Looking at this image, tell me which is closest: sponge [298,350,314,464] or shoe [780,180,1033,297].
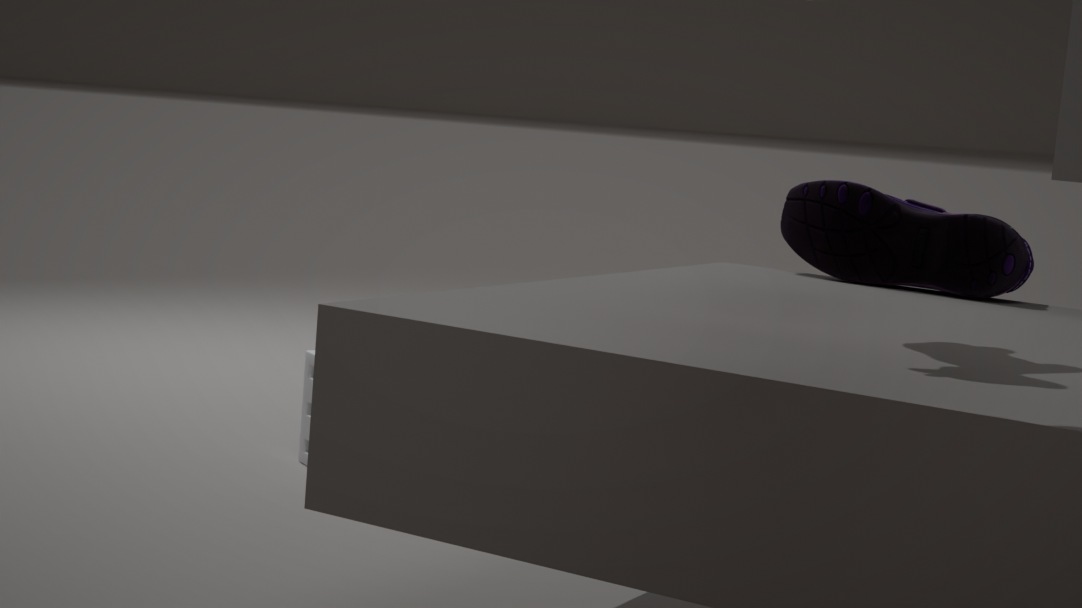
shoe [780,180,1033,297]
